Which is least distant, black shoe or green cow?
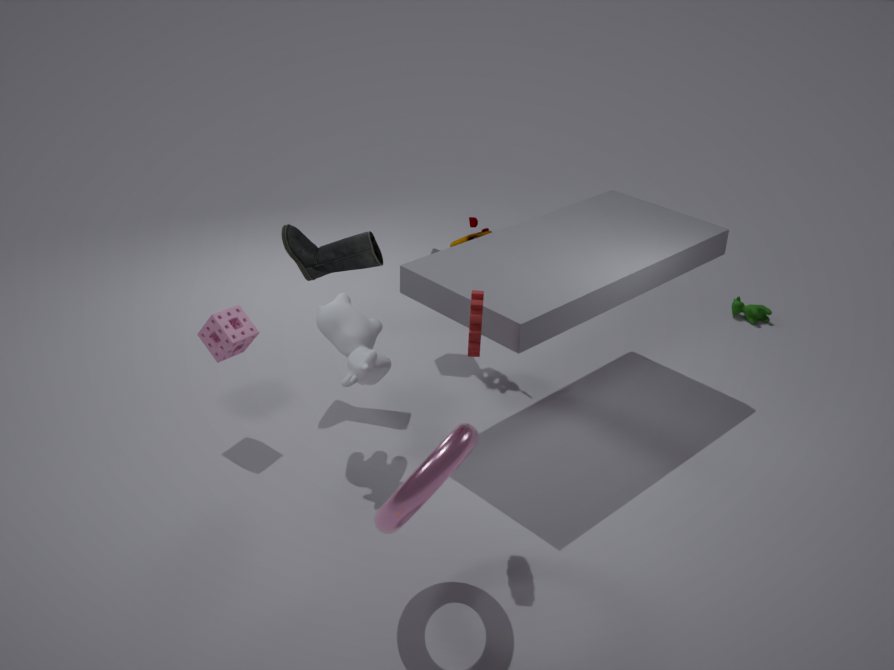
black shoe
